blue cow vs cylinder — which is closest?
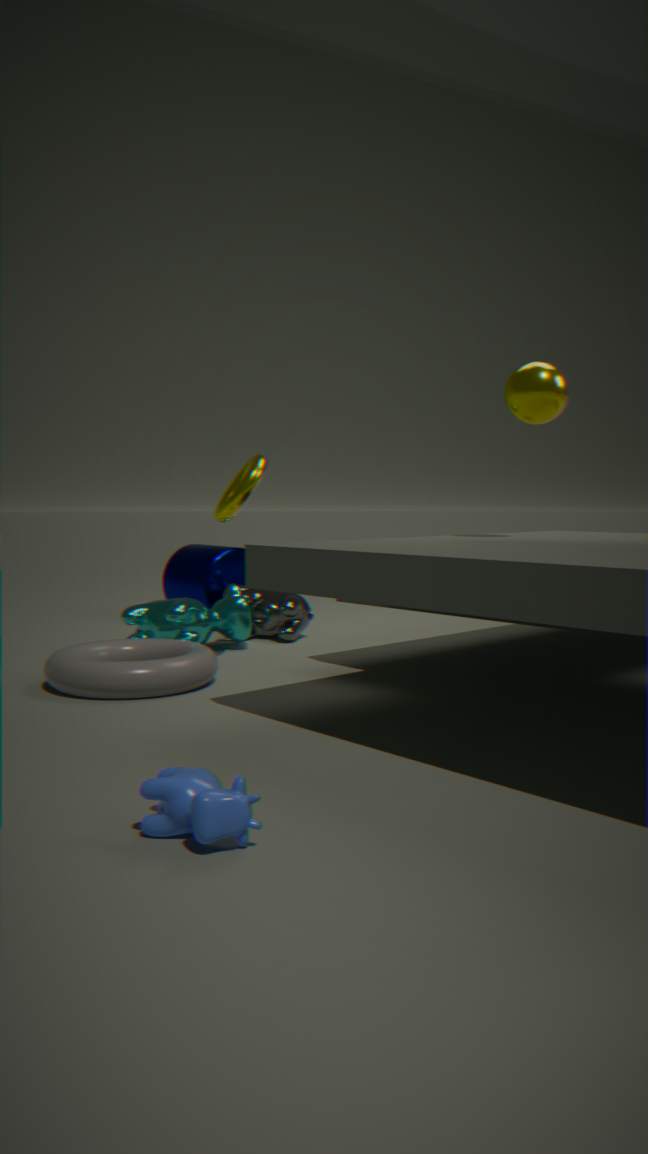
blue cow
